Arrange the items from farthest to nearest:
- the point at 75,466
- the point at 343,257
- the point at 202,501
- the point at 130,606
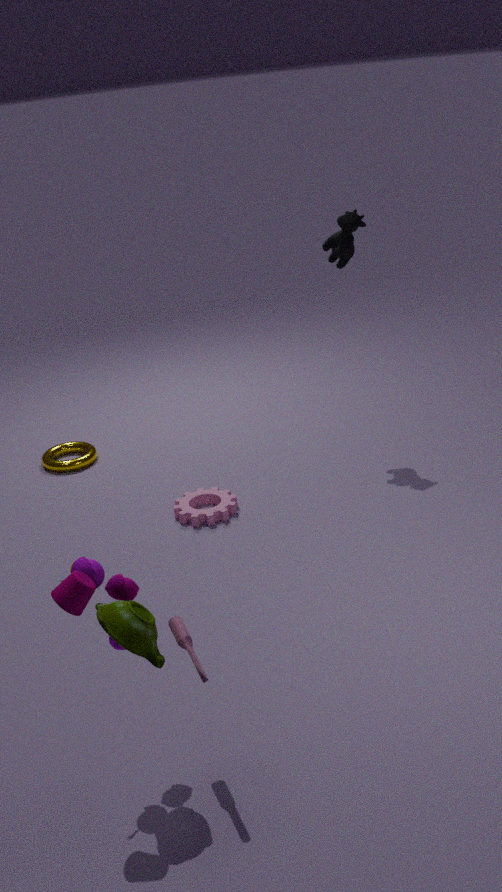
1. the point at 75,466
2. the point at 343,257
3. the point at 202,501
4. the point at 130,606
